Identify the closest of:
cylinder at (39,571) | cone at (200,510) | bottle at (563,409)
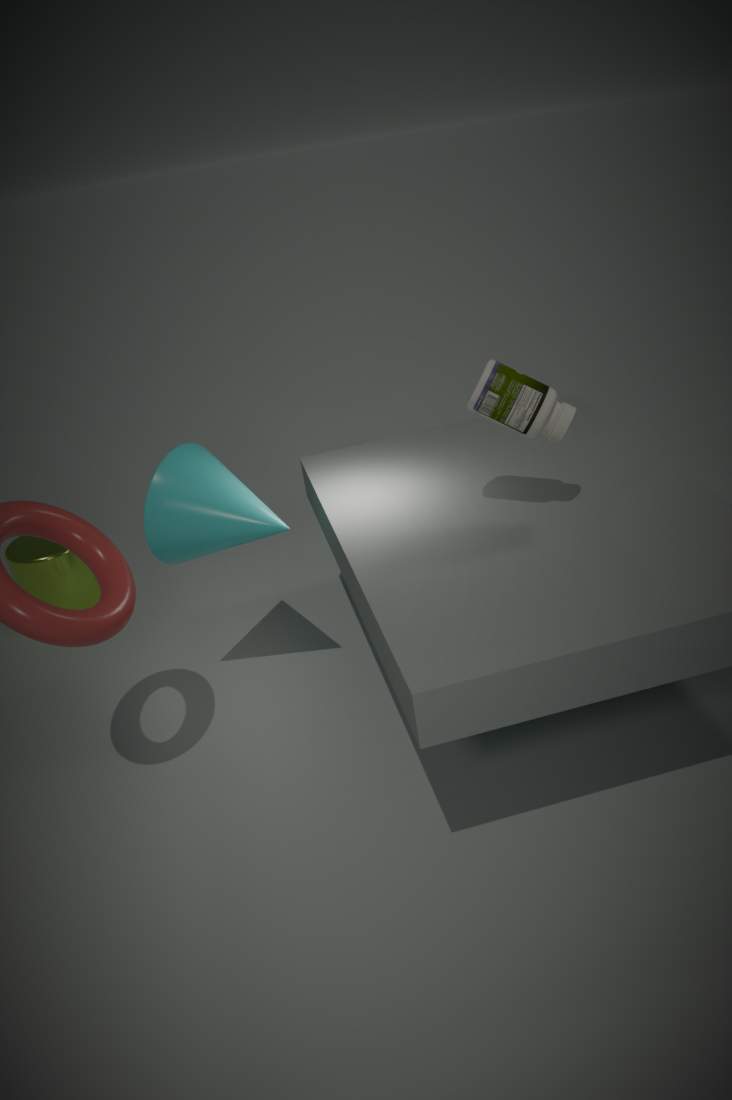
bottle at (563,409)
